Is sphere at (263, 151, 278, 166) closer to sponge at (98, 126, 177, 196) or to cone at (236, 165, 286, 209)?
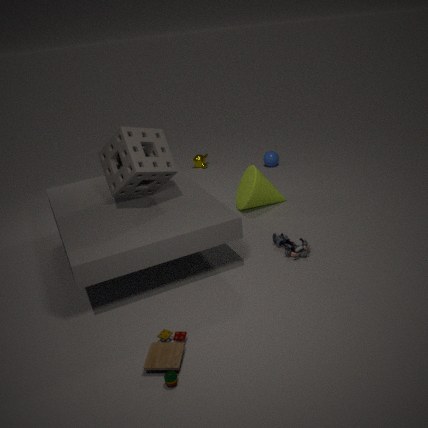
cone at (236, 165, 286, 209)
